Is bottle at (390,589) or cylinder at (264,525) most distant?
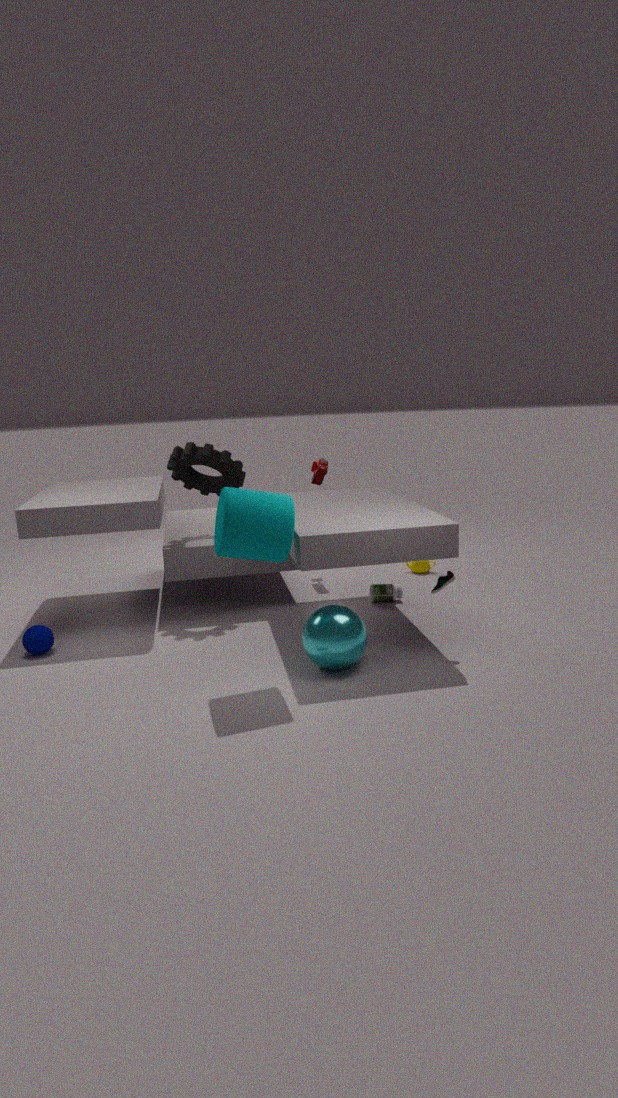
bottle at (390,589)
